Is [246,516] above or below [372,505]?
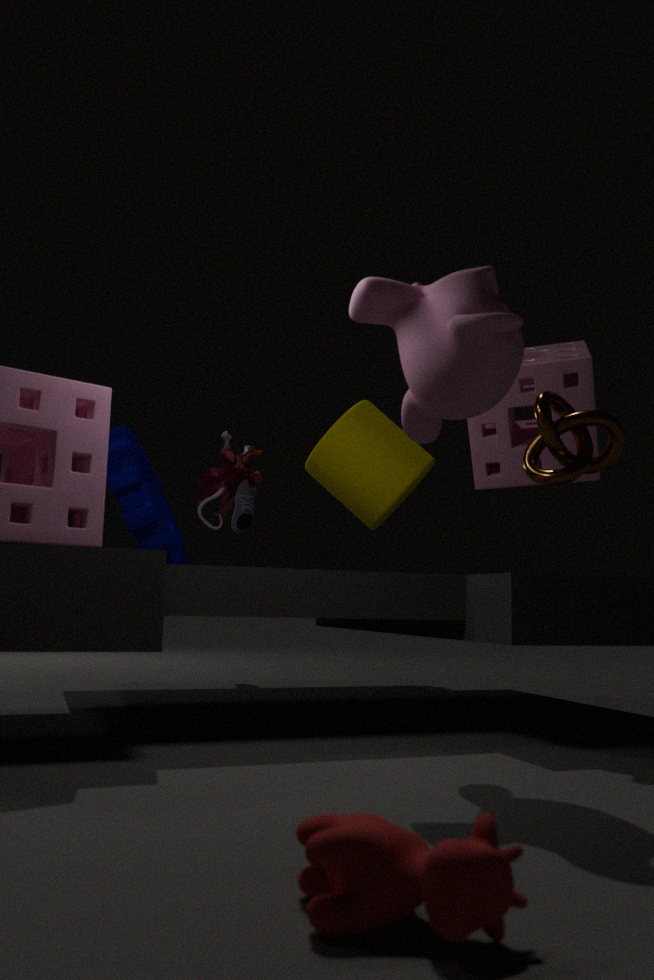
below
